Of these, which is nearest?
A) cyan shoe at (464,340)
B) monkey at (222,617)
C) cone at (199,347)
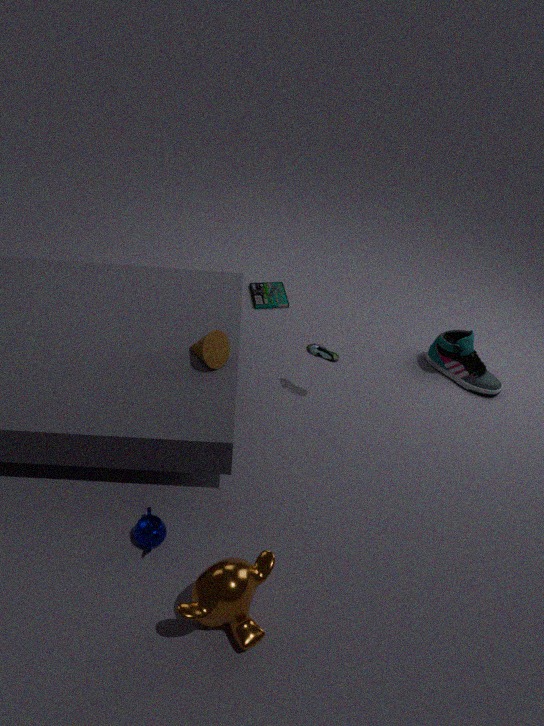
monkey at (222,617)
